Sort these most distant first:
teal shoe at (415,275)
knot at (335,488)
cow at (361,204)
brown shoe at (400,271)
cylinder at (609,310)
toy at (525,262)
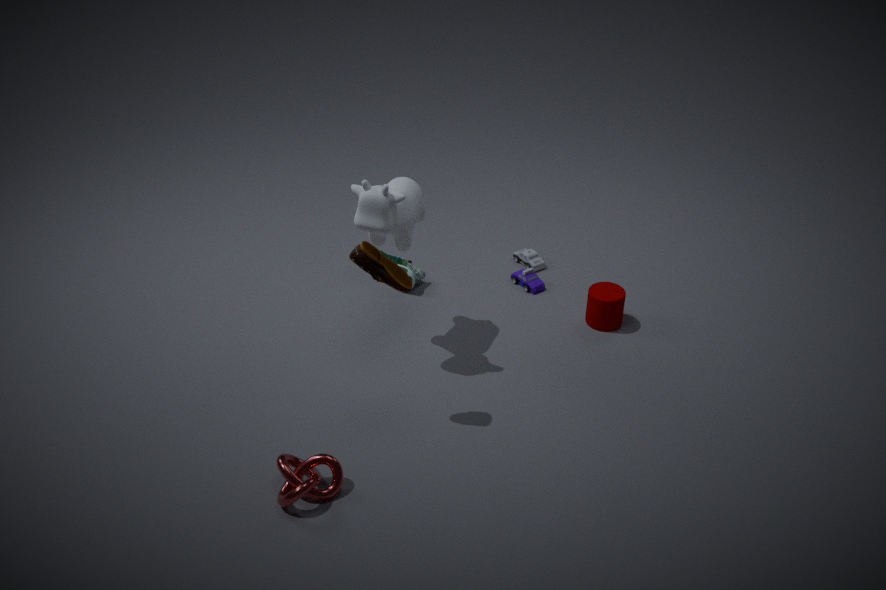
toy at (525,262)
teal shoe at (415,275)
cylinder at (609,310)
cow at (361,204)
brown shoe at (400,271)
knot at (335,488)
